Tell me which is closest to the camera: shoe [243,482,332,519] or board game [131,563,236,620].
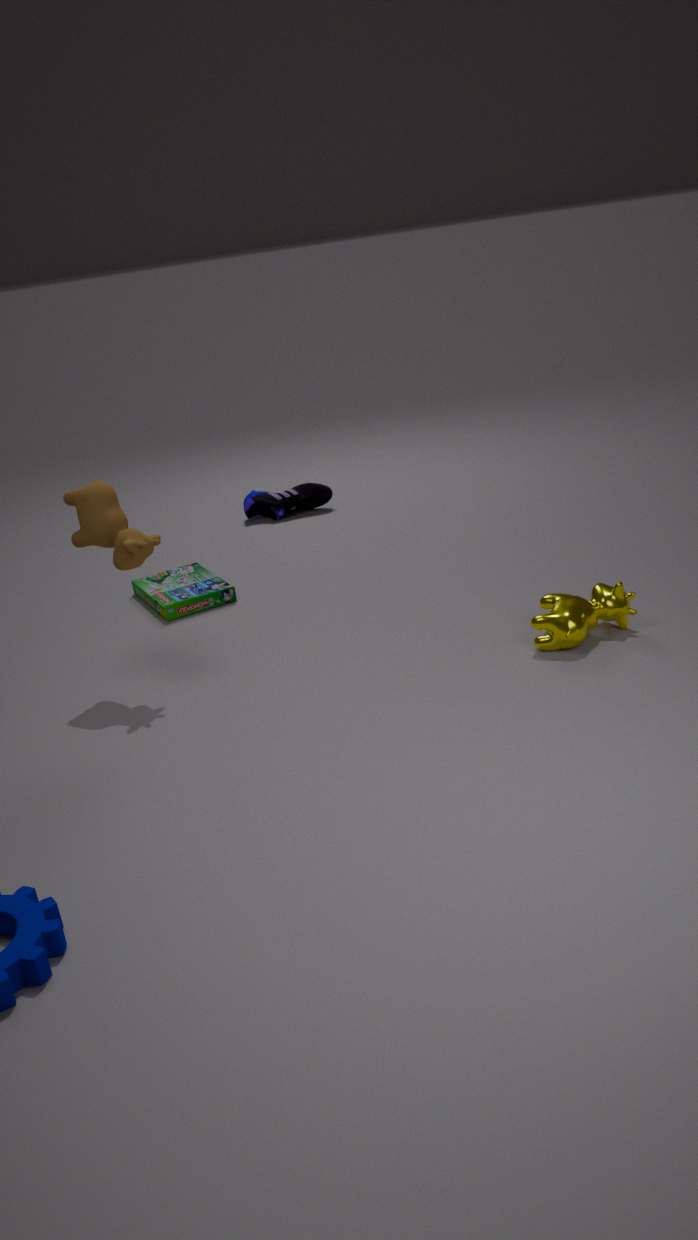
board game [131,563,236,620]
